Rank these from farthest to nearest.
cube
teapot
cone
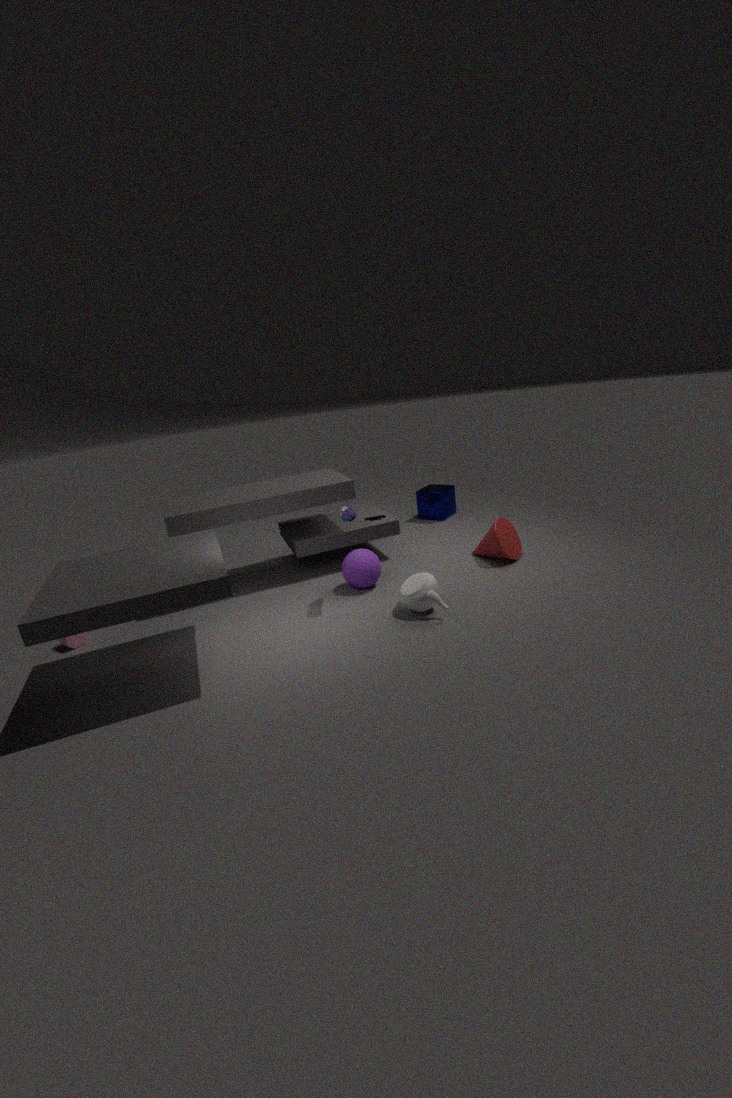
cube → cone → teapot
